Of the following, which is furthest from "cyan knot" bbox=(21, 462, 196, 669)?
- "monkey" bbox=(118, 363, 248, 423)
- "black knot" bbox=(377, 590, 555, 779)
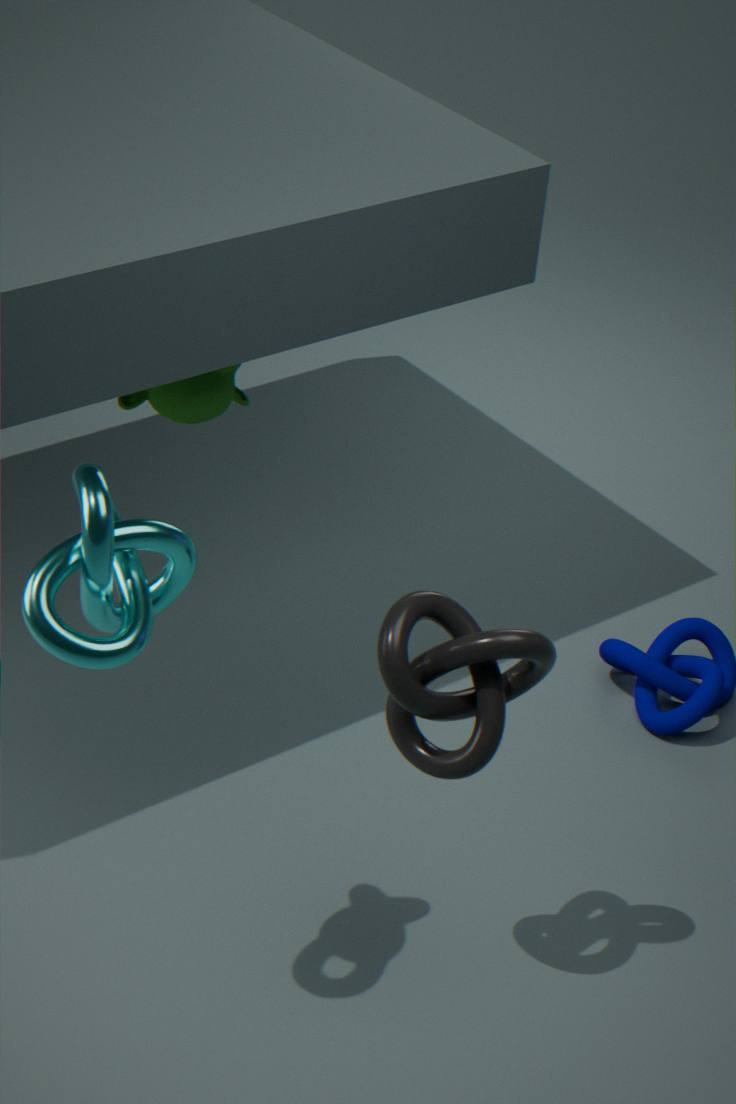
"monkey" bbox=(118, 363, 248, 423)
